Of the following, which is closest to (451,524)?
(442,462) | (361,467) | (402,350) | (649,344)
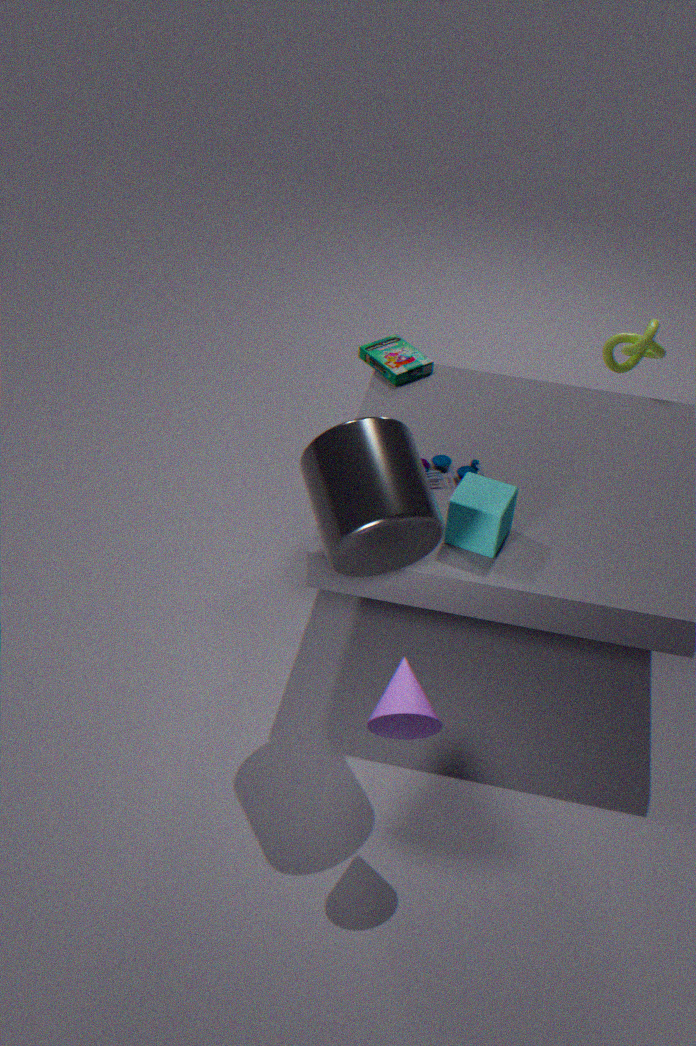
(442,462)
